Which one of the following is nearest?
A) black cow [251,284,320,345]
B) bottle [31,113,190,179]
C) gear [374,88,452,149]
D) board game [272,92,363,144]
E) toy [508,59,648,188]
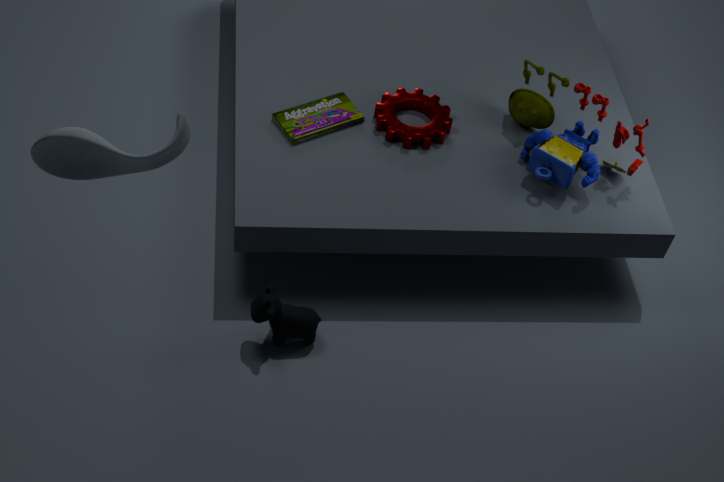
bottle [31,113,190,179]
